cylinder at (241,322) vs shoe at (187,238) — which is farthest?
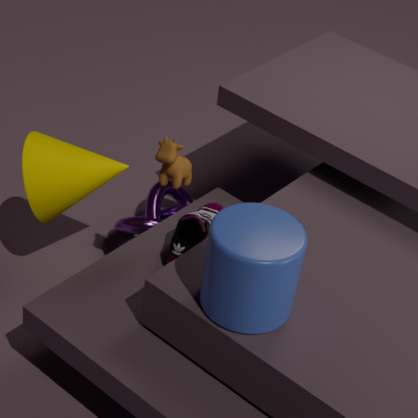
shoe at (187,238)
